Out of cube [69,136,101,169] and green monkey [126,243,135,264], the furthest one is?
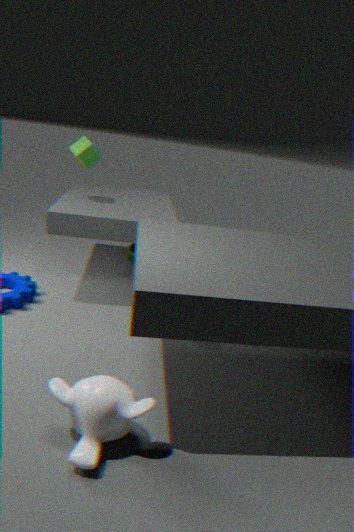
green monkey [126,243,135,264]
